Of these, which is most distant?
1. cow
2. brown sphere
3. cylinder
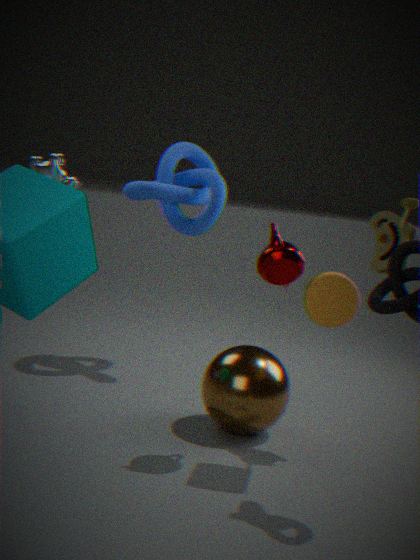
cow
